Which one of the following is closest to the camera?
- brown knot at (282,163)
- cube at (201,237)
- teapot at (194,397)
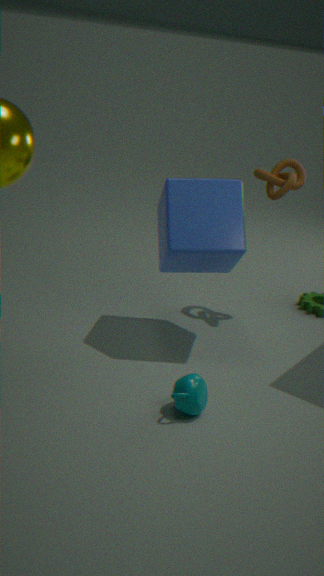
teapot at (194,397)
